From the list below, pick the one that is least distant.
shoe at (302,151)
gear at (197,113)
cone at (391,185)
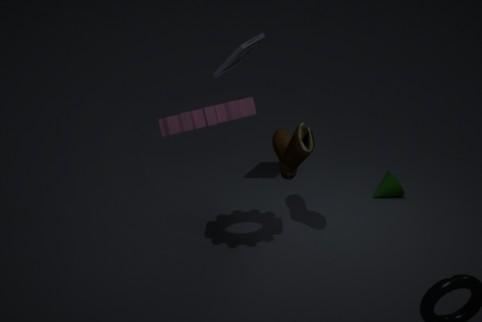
gear at (197,113)
